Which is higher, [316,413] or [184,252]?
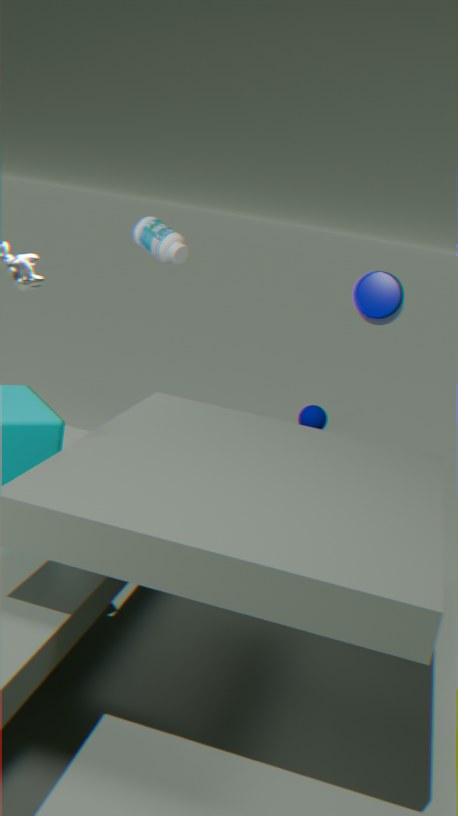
[184,252]
